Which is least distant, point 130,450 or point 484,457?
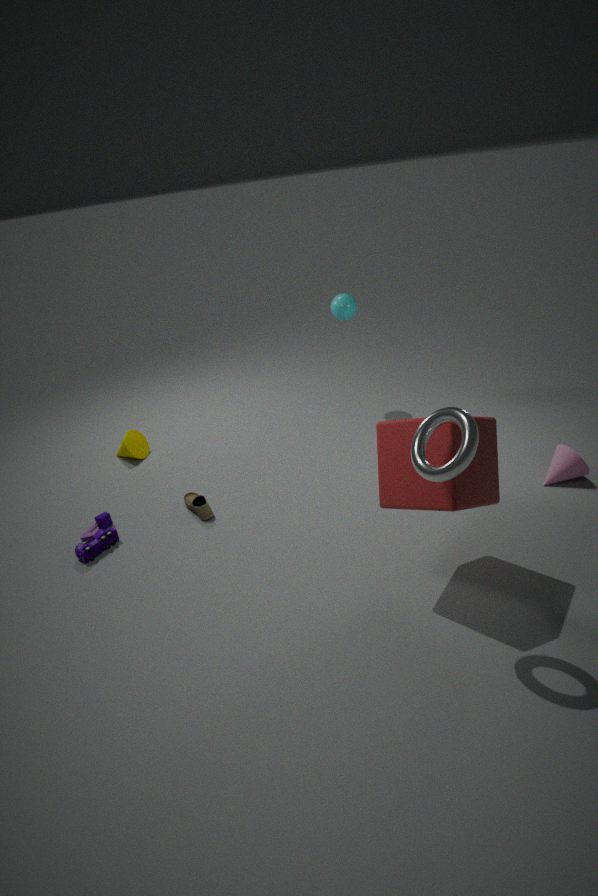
point 484,457
